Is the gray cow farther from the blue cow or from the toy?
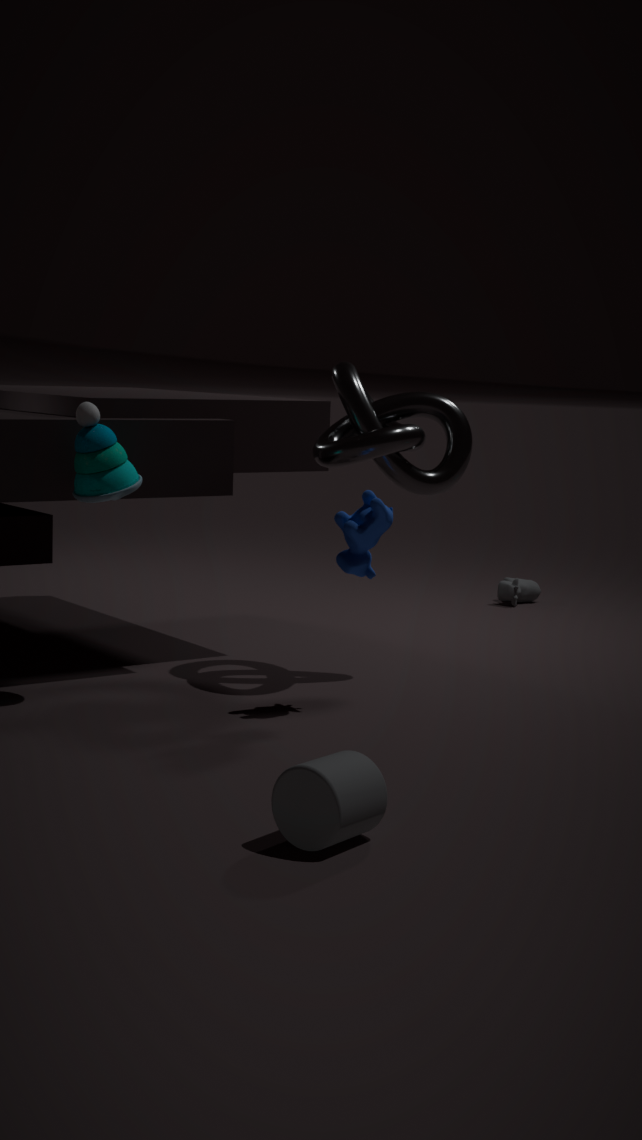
the toy
